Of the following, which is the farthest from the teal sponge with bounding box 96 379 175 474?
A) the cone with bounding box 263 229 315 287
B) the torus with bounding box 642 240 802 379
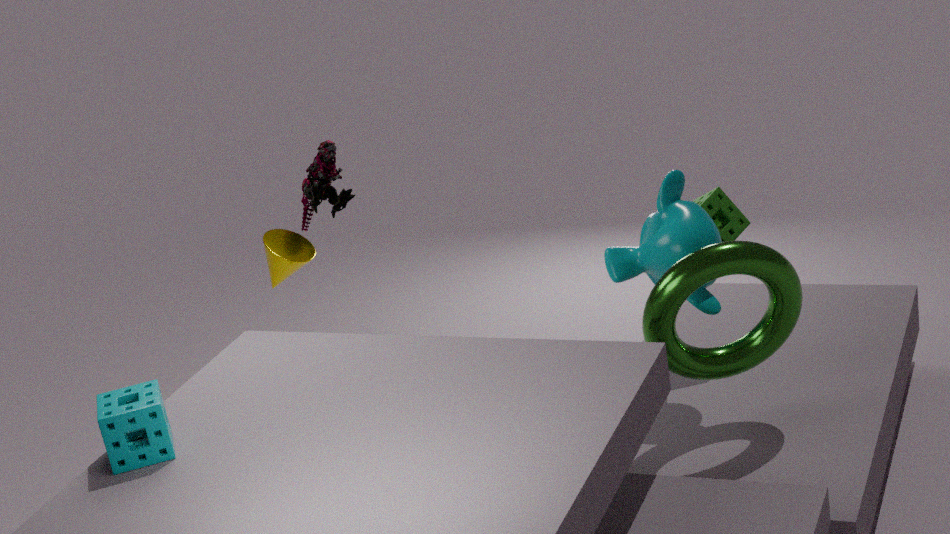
the torus with bounding box 642 240 802 379
